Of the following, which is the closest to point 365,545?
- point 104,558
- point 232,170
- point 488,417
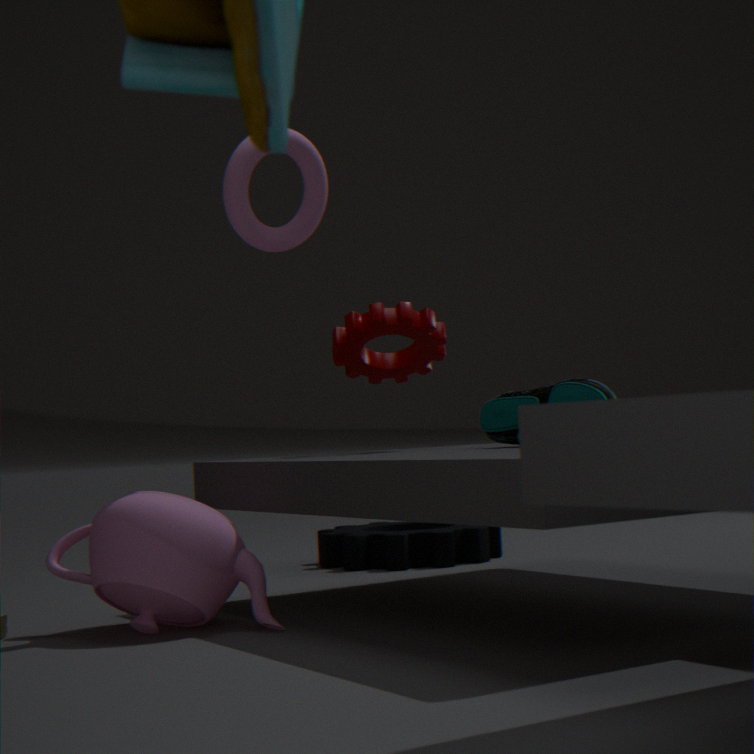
point 488,417
